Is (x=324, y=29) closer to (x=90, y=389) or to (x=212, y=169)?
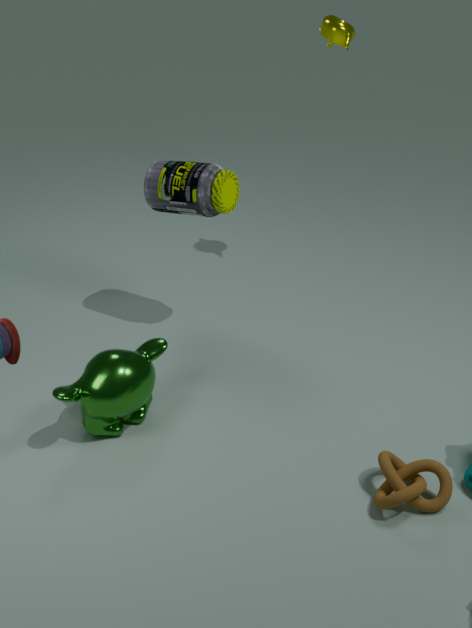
(x=212, y=169)
